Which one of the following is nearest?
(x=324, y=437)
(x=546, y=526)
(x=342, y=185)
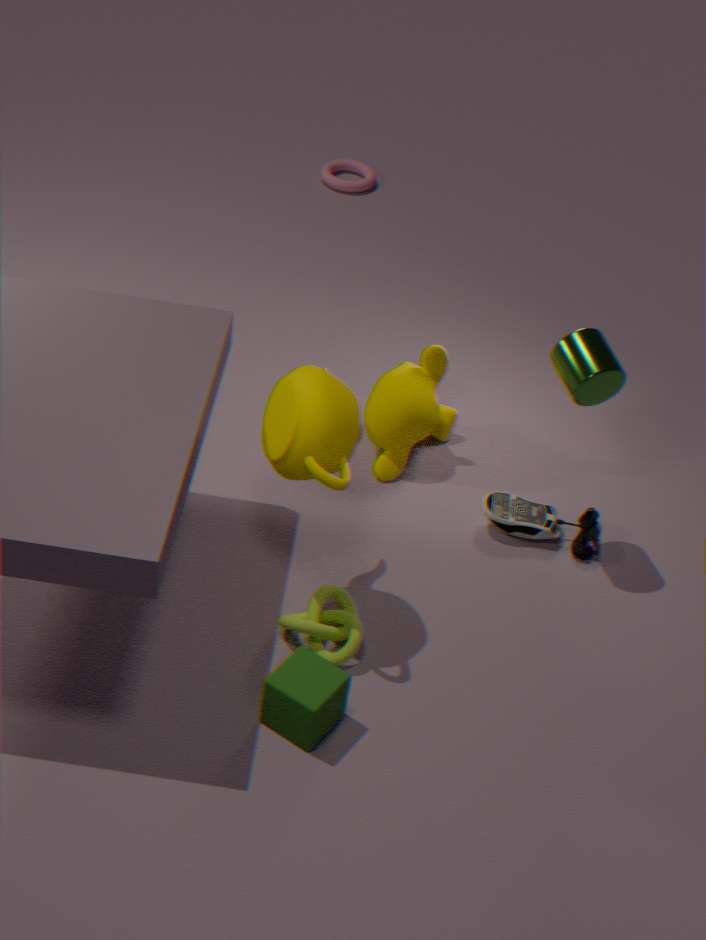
(x=324, y=437)
